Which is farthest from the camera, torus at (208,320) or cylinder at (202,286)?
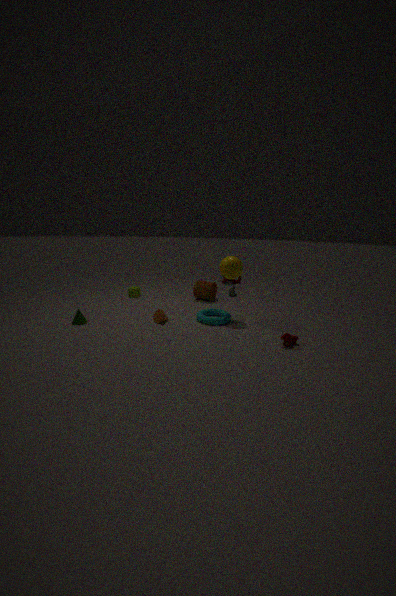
cylinder at (202,286)
